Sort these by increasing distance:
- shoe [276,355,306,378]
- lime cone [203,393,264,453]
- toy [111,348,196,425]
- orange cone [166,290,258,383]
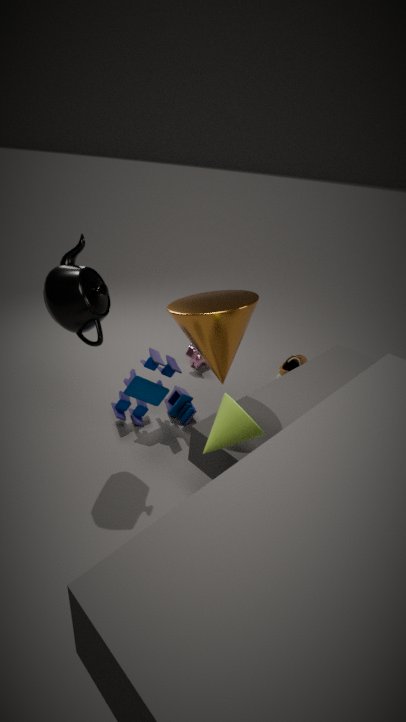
1. lime cone [203,393,264,453]
2. orange cone [166,290,258,383]
3. toy [111,348,196,425]
4. shoe [276,355,306,378]
